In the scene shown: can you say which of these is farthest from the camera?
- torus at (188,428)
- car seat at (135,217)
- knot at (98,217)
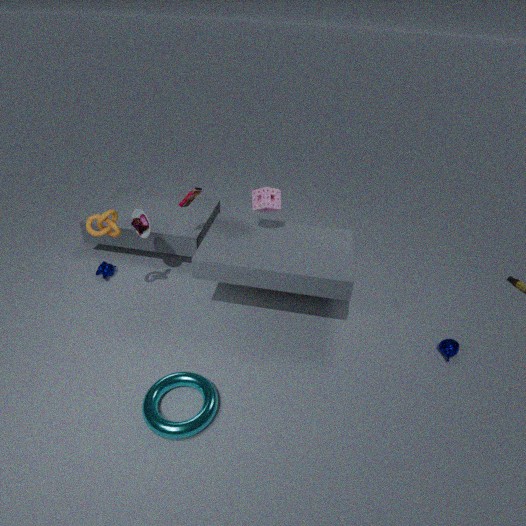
car seat at (135,217)
